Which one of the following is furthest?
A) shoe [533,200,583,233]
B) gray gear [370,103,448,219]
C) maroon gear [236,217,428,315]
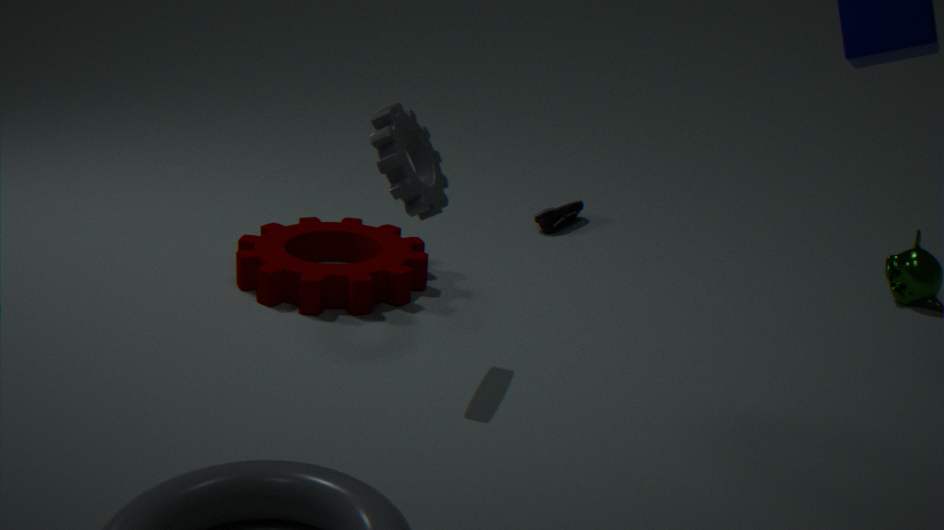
shoe [533,200,583,233]
